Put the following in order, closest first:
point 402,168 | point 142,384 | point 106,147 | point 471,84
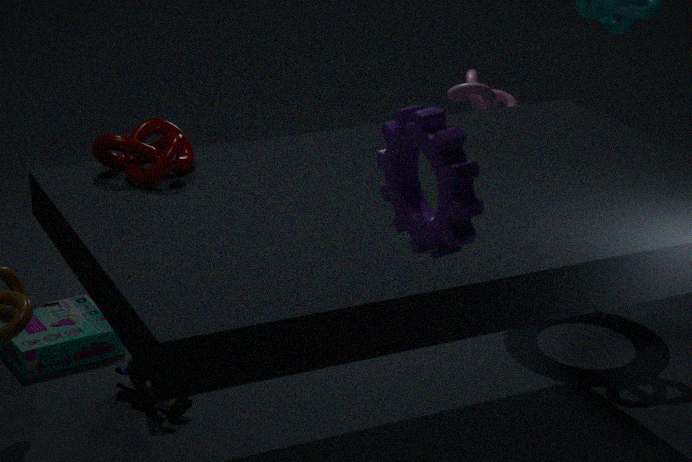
point 402,168 < point 106,147 < point 142,384 < point 471,84
